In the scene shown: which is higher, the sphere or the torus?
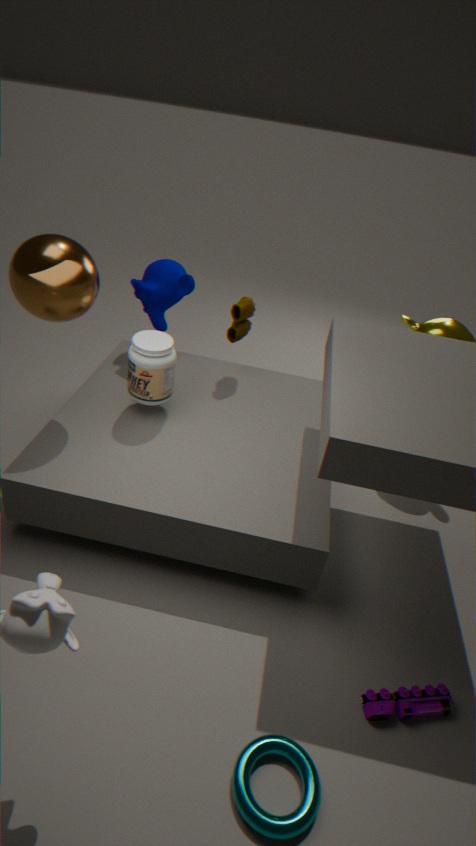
the sphere
